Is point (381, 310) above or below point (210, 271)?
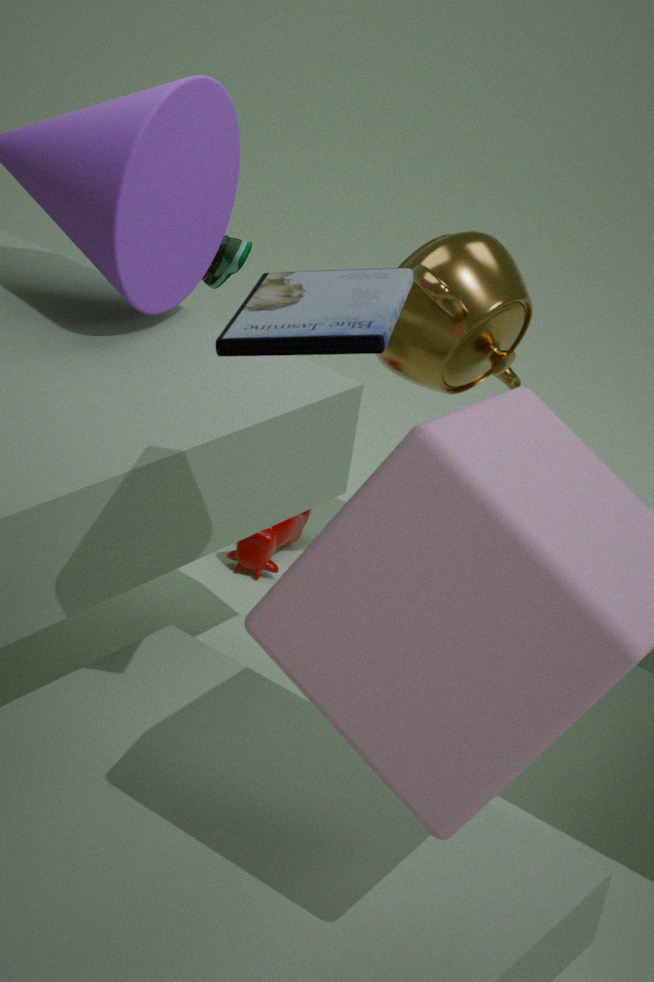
above
